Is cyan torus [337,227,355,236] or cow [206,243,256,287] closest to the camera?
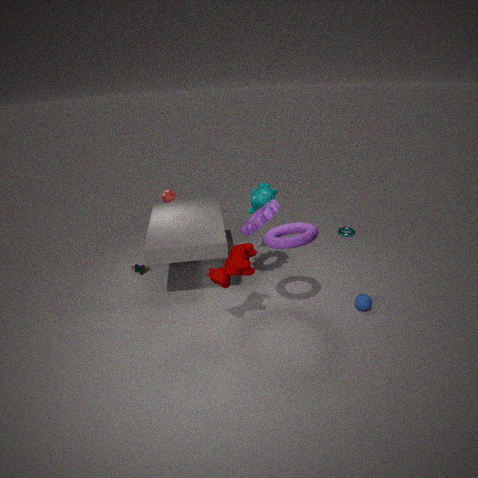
cow [206,243,256,287]
